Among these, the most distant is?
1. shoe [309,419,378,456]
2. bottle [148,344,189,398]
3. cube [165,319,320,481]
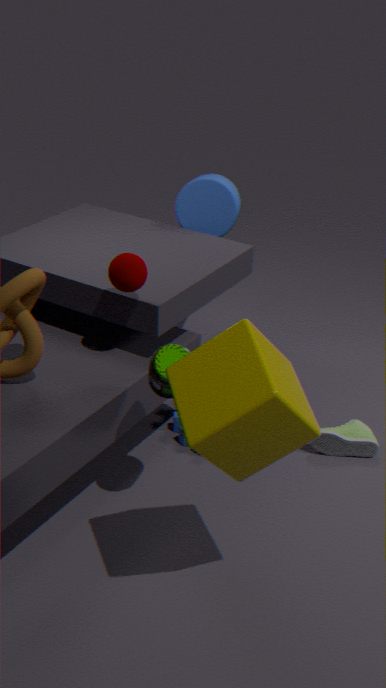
shoe [309,419,378,456]
